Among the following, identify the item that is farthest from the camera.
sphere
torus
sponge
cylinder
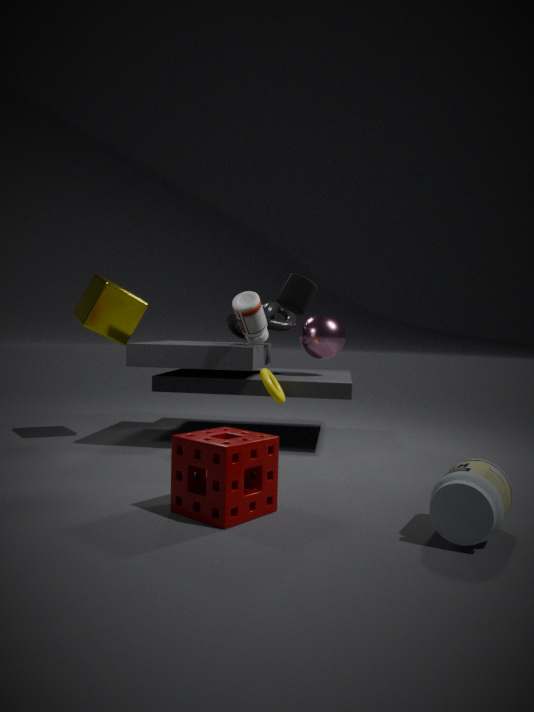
sphere
